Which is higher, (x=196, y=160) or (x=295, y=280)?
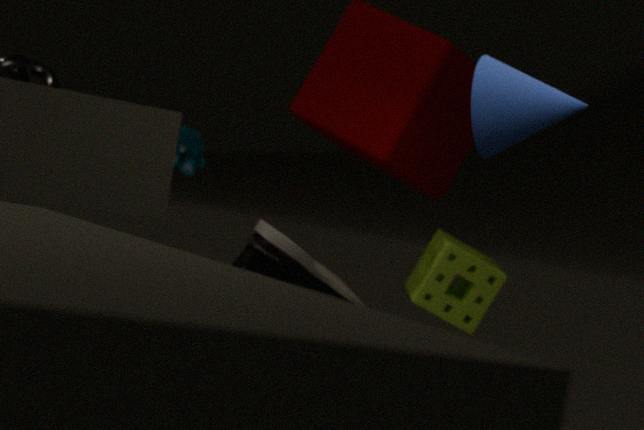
(x=196, y=160)
